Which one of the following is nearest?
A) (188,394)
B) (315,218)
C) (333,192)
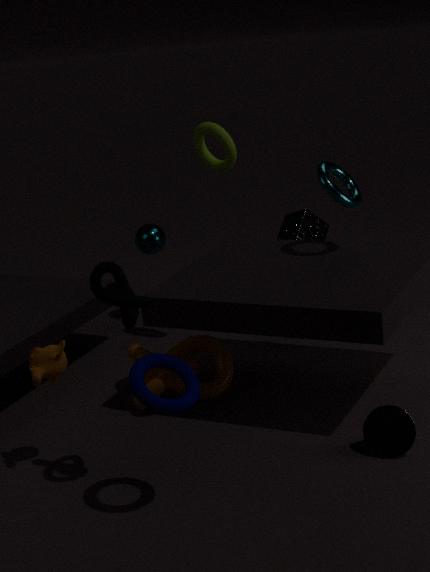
(188,394)
